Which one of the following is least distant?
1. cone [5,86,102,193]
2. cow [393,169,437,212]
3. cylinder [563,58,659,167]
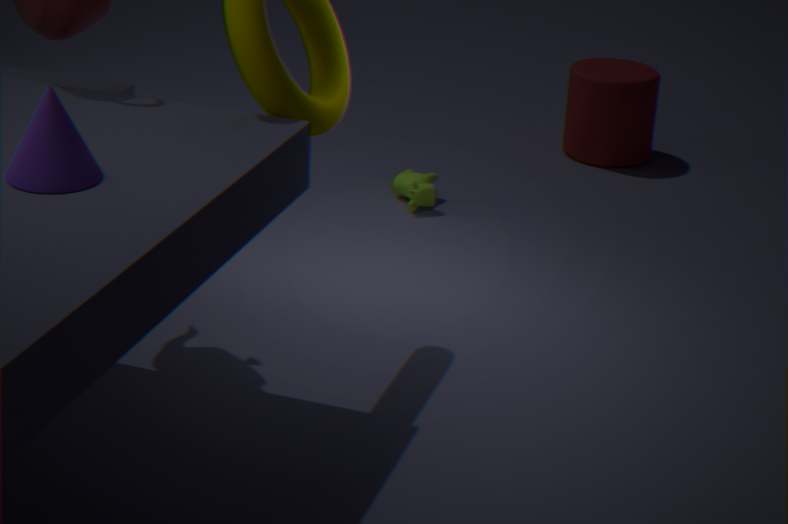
cone [5,86,102,193]
